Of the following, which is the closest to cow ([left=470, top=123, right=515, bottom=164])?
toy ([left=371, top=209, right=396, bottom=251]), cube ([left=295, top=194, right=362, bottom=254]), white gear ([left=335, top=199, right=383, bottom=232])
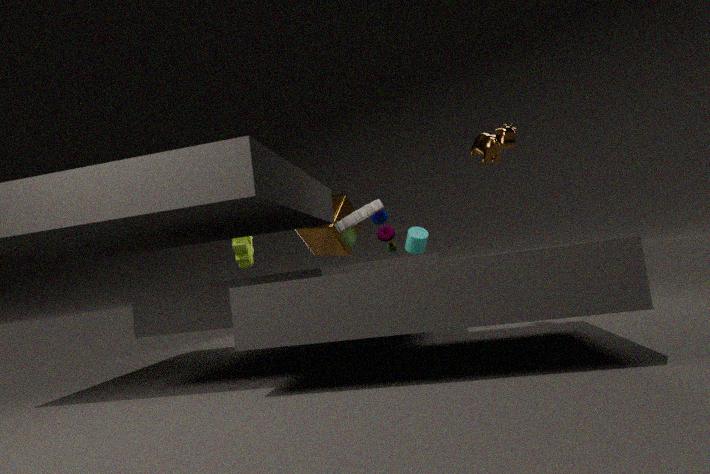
white gear ([left=335, top=199, right=383, bottom=232])
